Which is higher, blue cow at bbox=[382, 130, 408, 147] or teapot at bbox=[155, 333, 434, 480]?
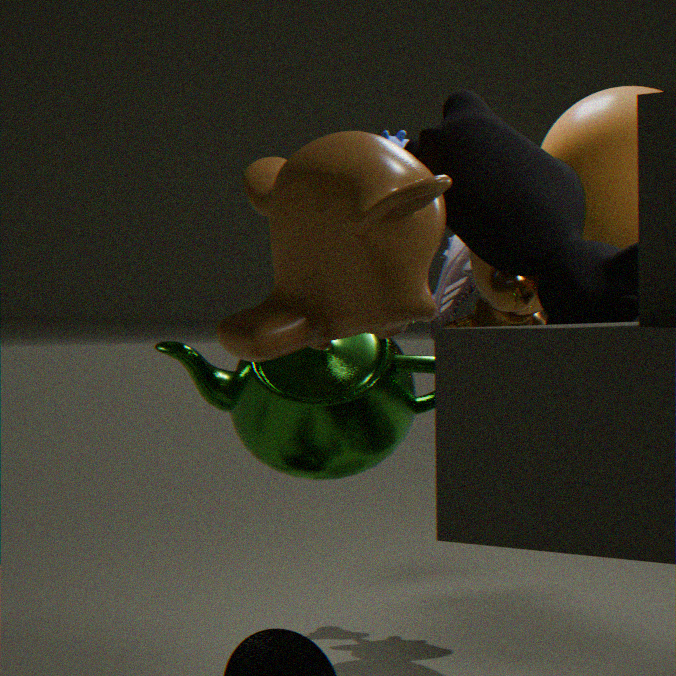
blue cow at bbox=[382, 130, 408, 147]
